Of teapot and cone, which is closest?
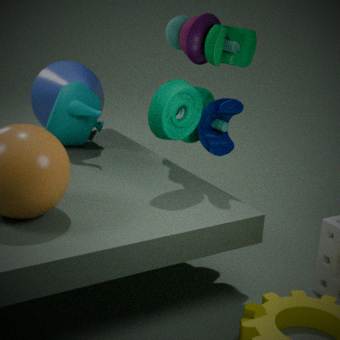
teapot
